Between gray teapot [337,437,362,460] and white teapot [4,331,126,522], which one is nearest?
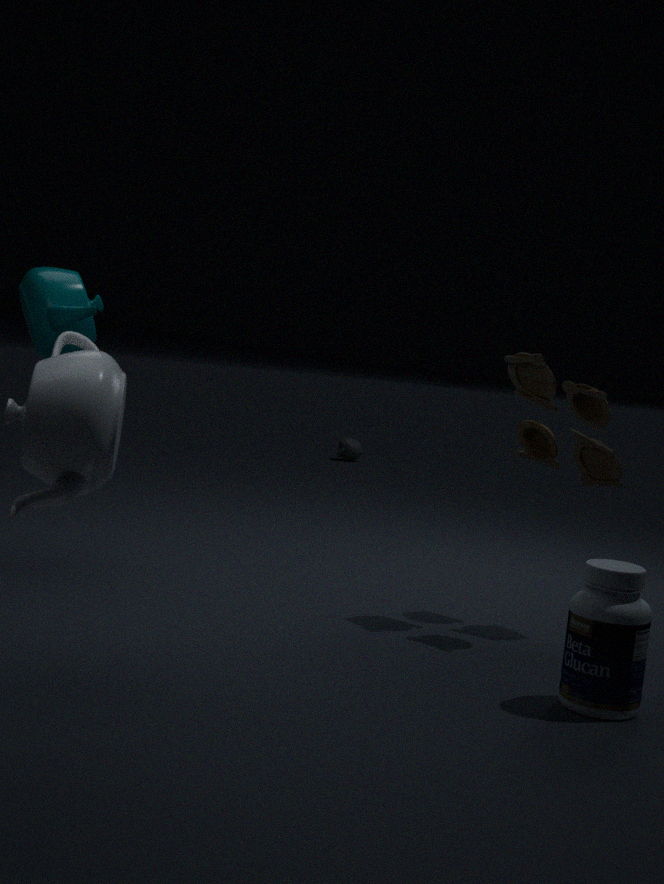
white teapot [4,331,126,522]
